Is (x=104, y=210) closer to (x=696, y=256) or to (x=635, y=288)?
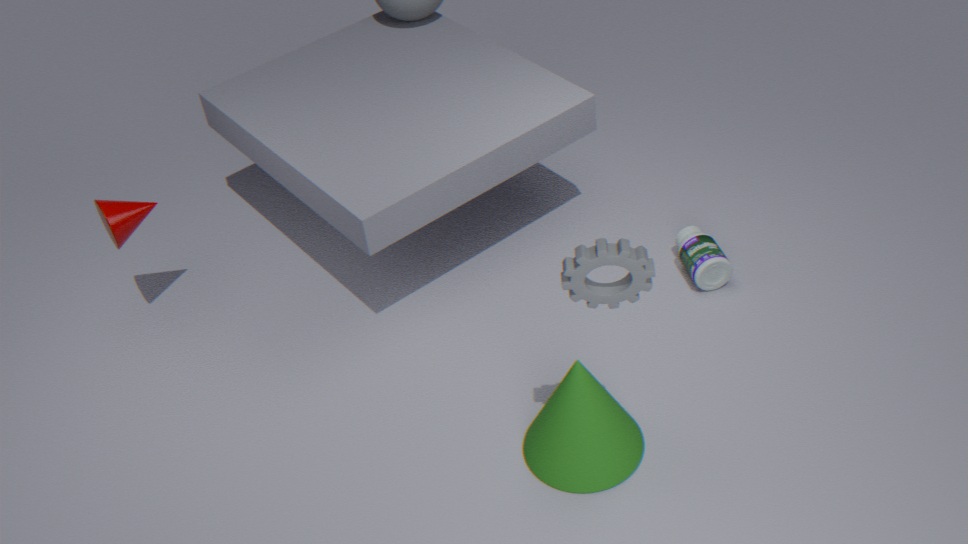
(x=635, y=288)
